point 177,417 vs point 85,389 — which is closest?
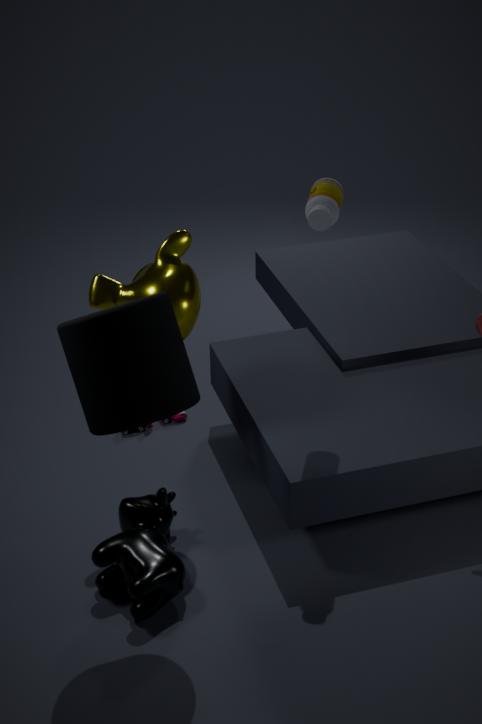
point 85,389
